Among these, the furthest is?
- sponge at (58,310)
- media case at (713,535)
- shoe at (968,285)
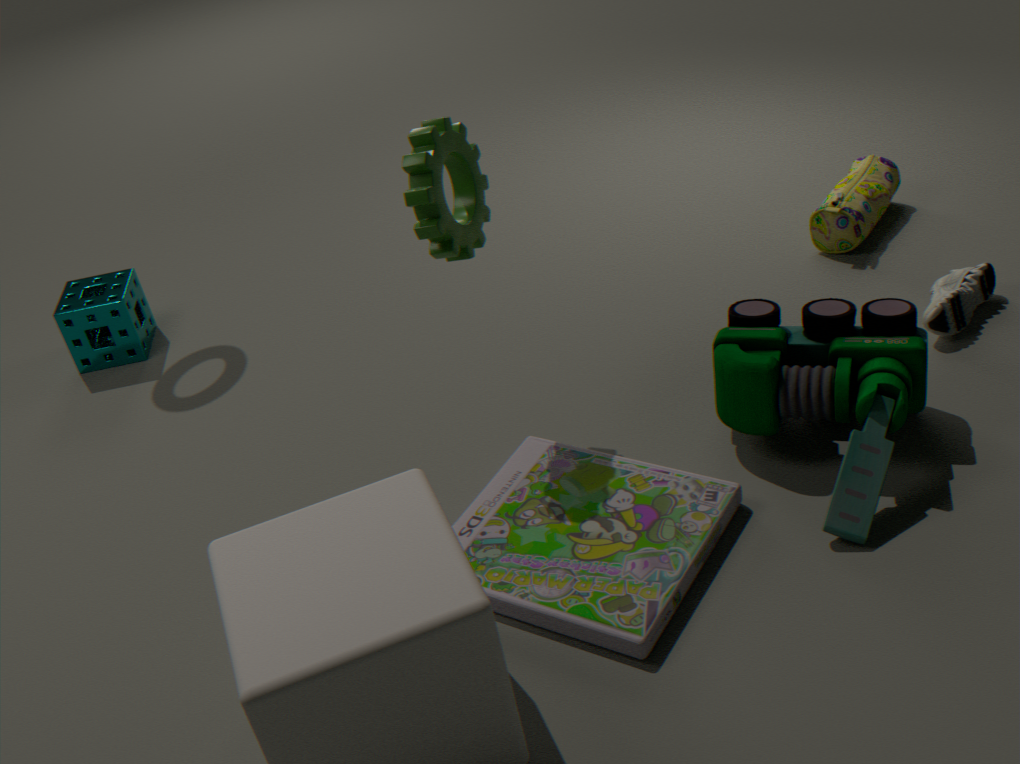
sponge at (58,310)
